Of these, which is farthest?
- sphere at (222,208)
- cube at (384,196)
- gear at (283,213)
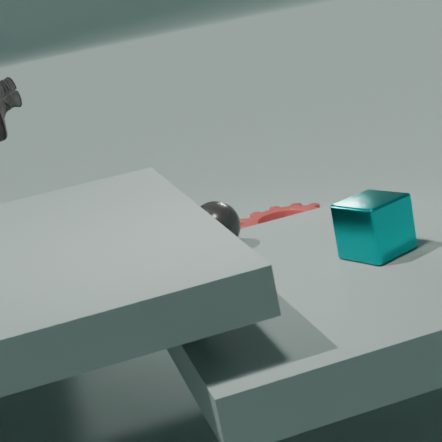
gear at (283,213)
